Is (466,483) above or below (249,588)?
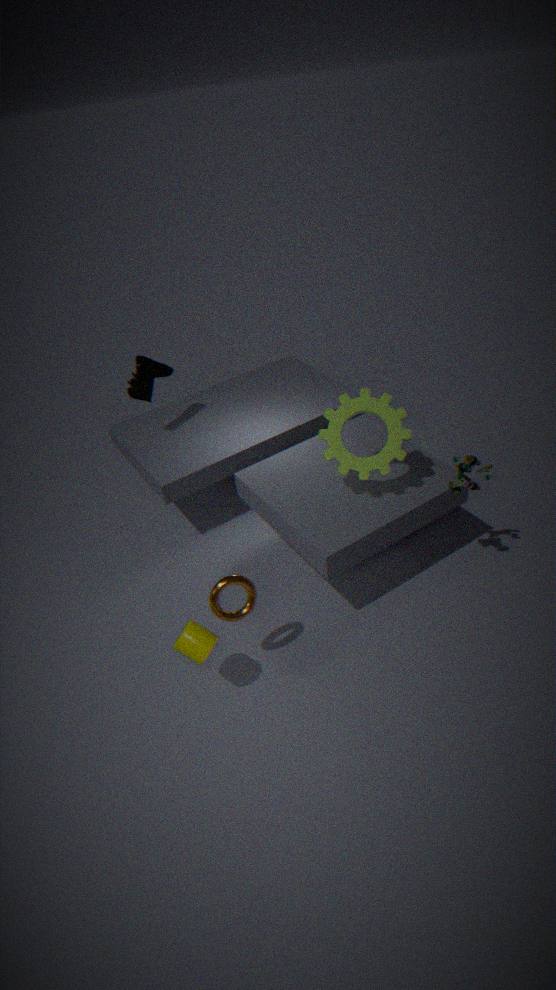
above
